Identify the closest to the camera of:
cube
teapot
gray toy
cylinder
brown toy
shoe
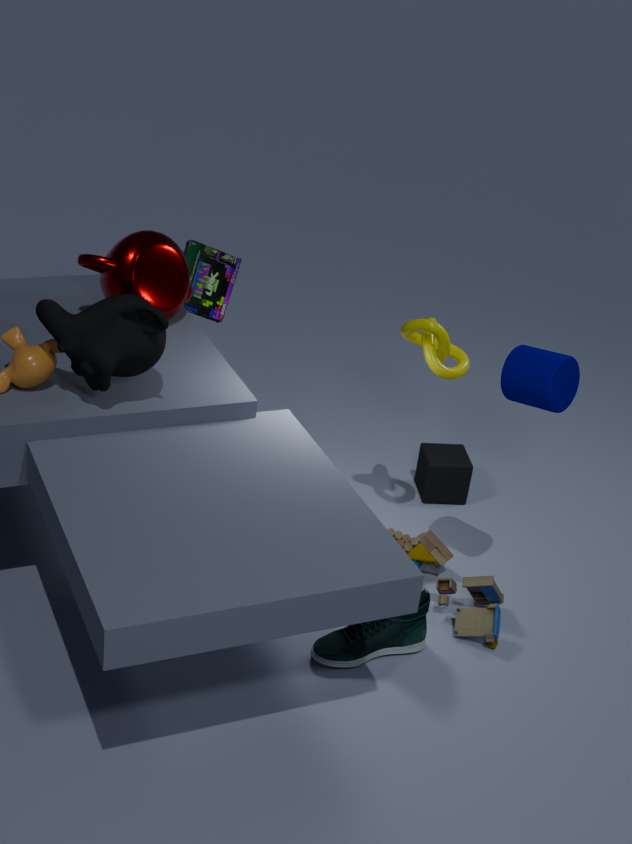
cylinder
